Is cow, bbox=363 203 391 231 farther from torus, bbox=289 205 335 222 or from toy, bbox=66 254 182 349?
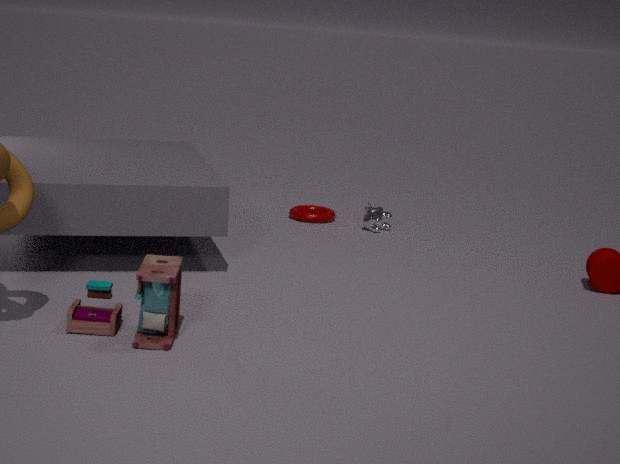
toy, bbox=66 254 182 349
